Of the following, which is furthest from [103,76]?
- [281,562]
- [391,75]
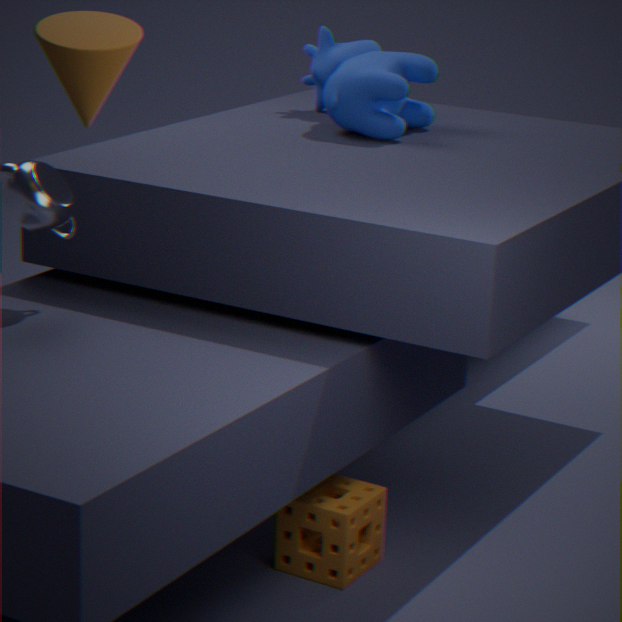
[391,75]
